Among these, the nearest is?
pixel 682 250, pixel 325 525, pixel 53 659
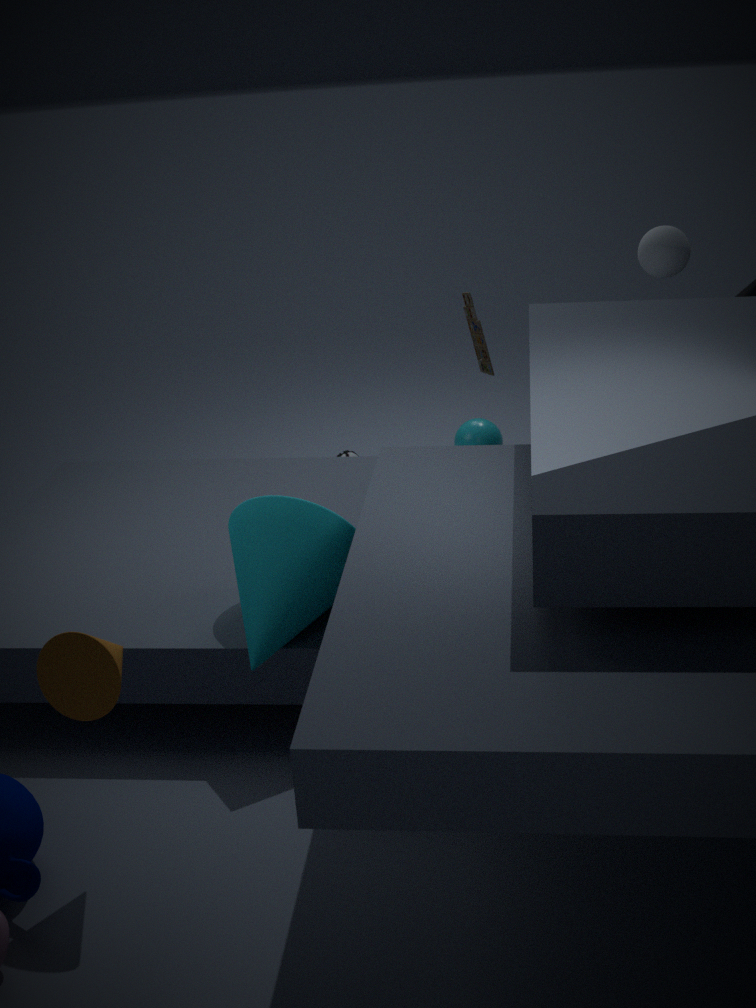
pixel 53 659
